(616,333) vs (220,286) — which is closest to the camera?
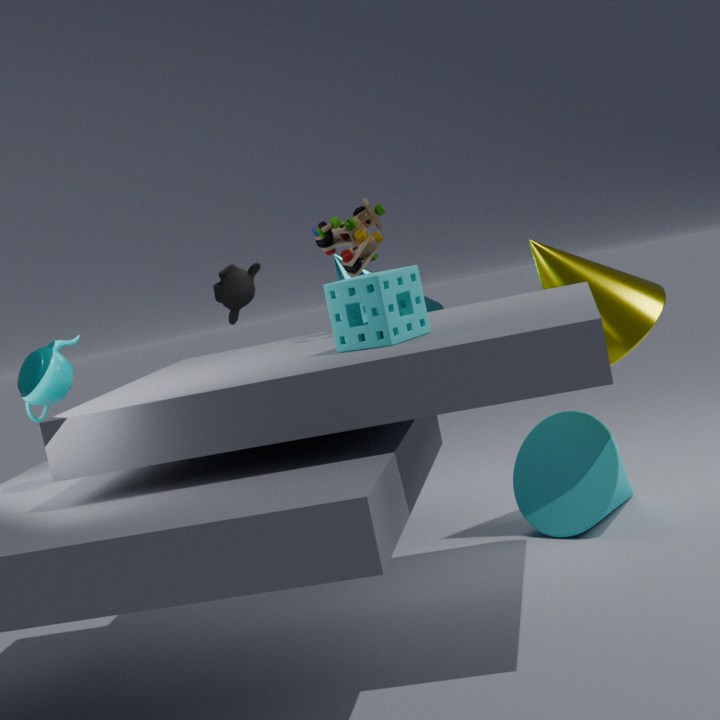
(616,333)
